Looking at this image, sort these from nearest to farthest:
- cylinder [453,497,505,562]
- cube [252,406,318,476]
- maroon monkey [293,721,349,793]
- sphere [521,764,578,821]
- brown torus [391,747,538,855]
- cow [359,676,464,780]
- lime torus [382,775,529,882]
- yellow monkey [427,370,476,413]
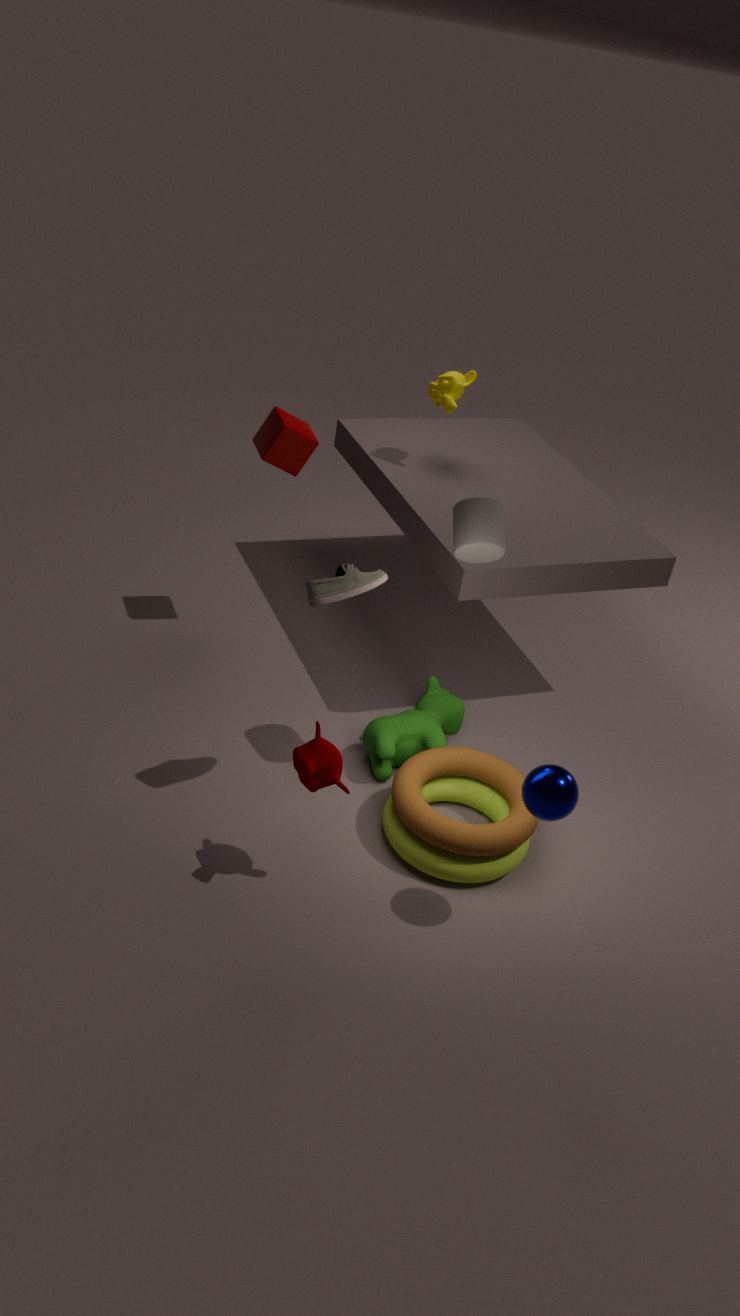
→ sphere [521,764,578,821] → maroon monkey [293,721,349,793] → brown torus [391,747,538,855] → cylinder [453,497,505,562] → lime torus [382,775,529,882] → cow [359,676,464,780] → cube [252,406,318,476] → yellow monkey [427,370,476,413]
